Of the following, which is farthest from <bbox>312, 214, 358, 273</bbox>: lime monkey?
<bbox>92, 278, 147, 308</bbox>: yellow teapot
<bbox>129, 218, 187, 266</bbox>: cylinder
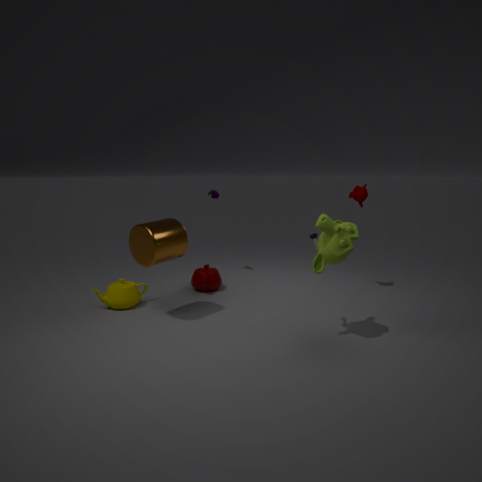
<bbox>92, 278, 147, 308</bbox>: yellow teapot
